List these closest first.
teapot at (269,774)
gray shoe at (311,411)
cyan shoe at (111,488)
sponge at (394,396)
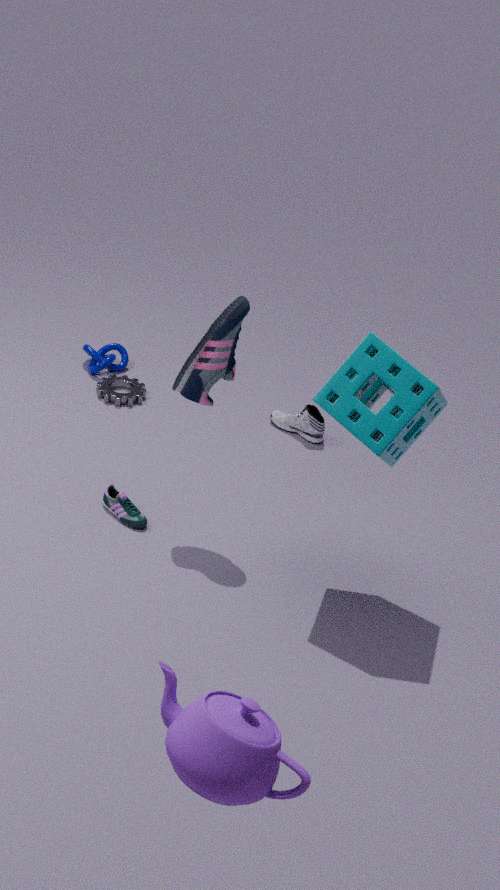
teapot at (269,774) → sponge at (394,396) → cyan shoe at (111,488) → gray shoe at (311,411)
